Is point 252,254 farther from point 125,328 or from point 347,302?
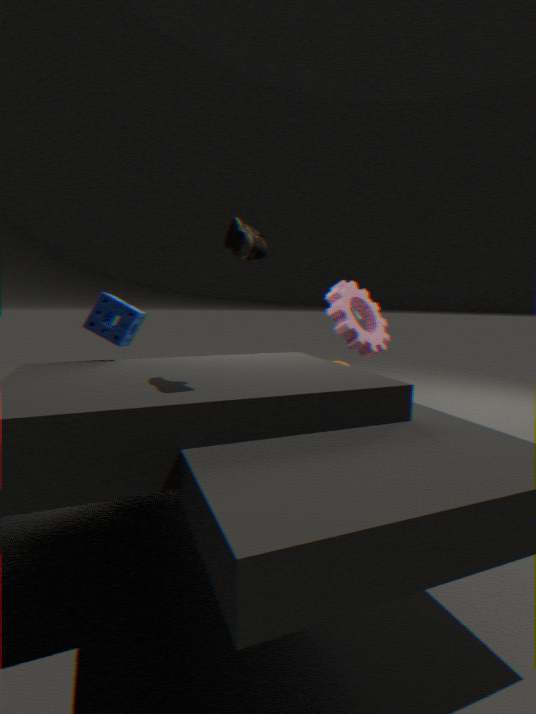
point 347,302
